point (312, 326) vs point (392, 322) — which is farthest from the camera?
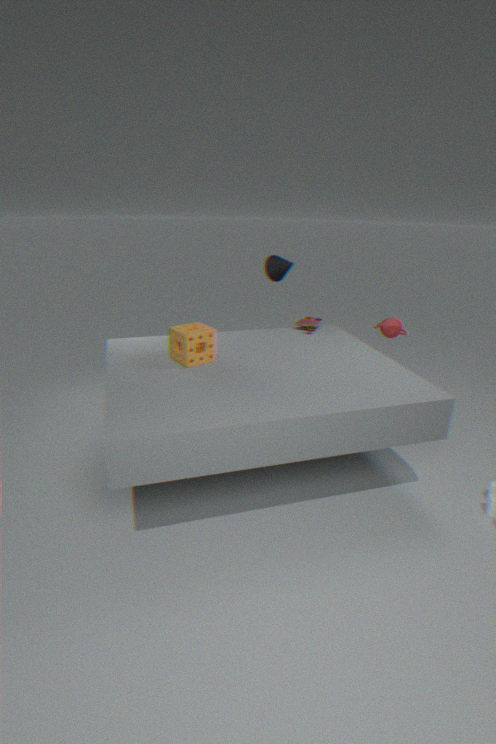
point (392, 322)
